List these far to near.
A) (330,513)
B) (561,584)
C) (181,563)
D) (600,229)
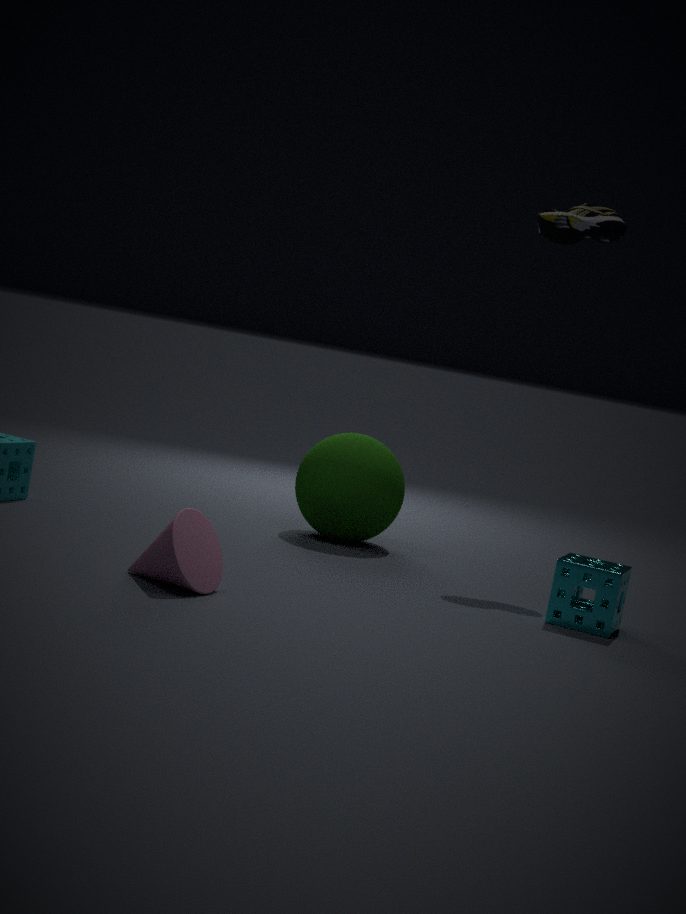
(600,229), (330,513), (561,584), (181,563)
